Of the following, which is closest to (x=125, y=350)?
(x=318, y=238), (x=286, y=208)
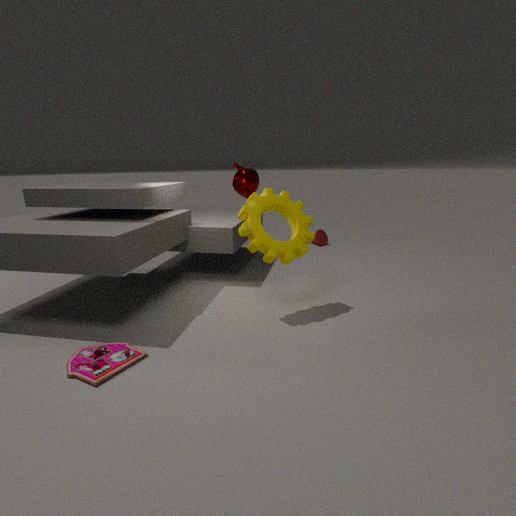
(x=286, y=208)
